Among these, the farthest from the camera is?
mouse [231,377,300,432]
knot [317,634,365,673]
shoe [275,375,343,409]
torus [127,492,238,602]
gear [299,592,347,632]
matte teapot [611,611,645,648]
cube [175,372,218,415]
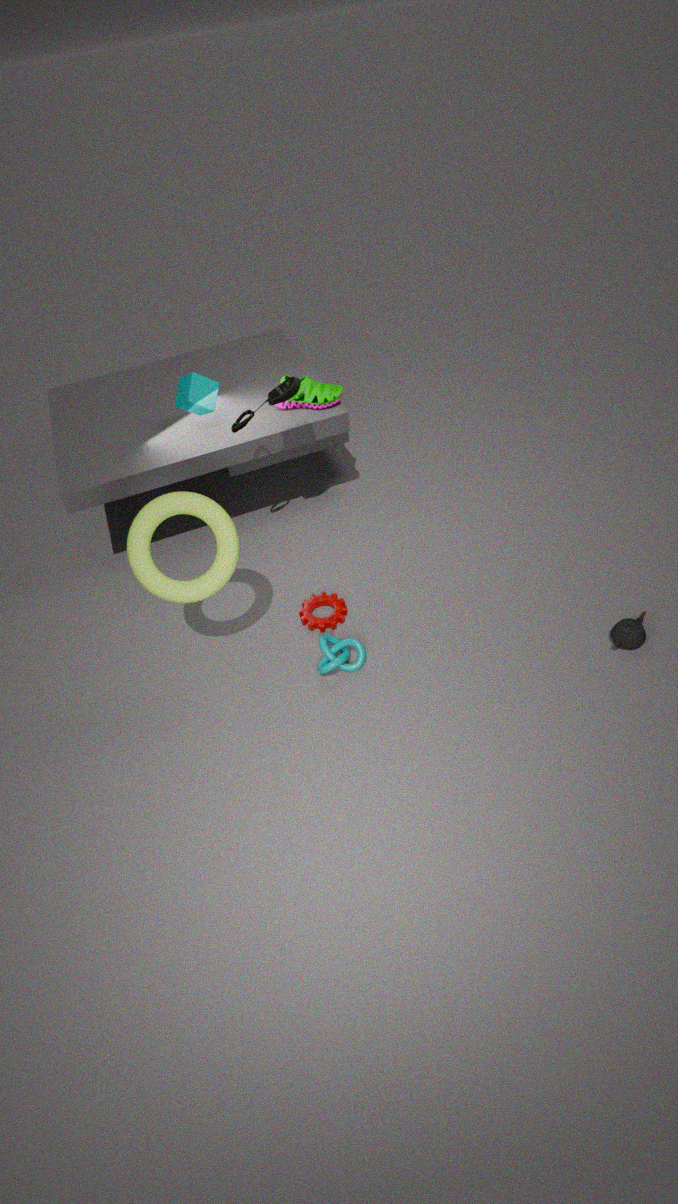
shoe [275,375,343,409]
